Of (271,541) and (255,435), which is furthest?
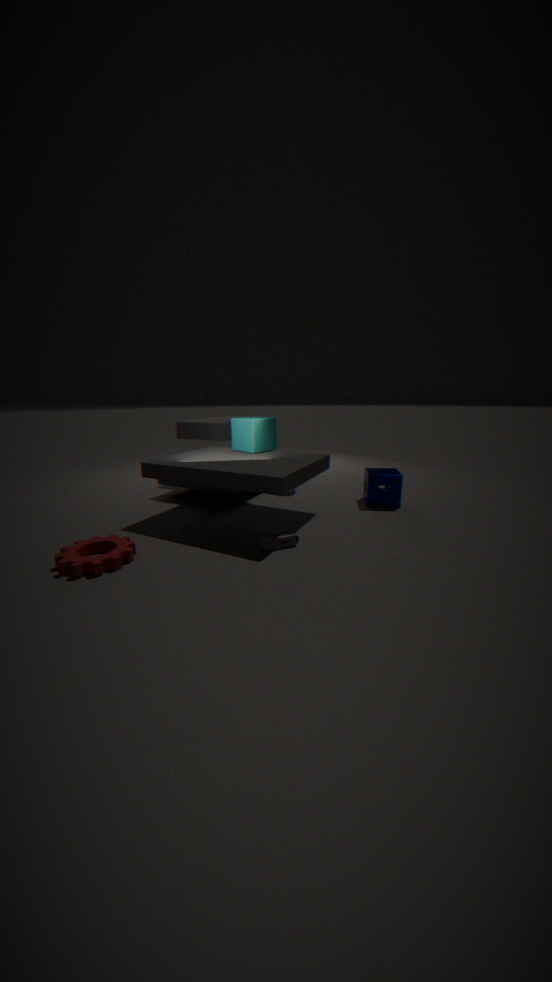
(255,435)
